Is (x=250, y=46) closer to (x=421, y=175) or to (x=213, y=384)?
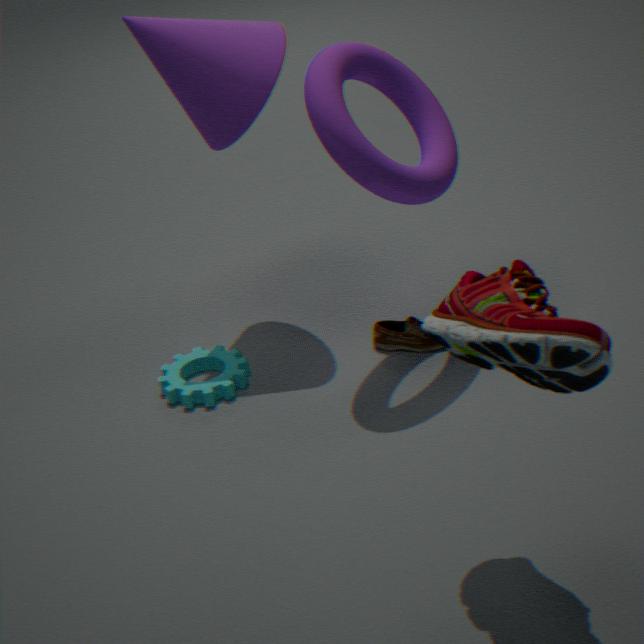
(x=421, y=175)
